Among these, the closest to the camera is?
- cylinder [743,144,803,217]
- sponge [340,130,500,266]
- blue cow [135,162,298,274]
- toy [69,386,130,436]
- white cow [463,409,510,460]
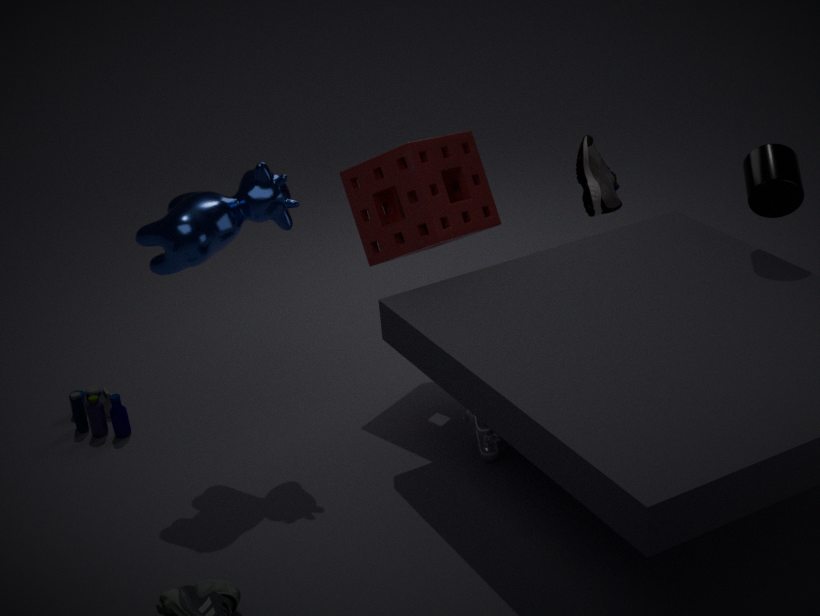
blue cow [135,162,298,274]
